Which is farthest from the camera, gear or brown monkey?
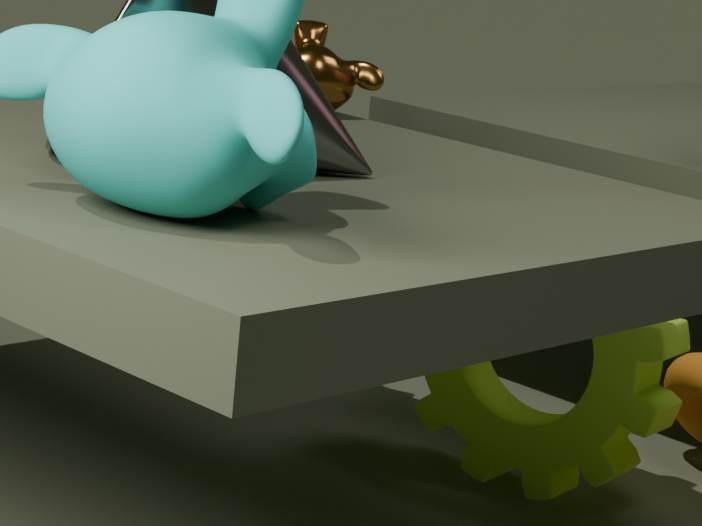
brown monkey
